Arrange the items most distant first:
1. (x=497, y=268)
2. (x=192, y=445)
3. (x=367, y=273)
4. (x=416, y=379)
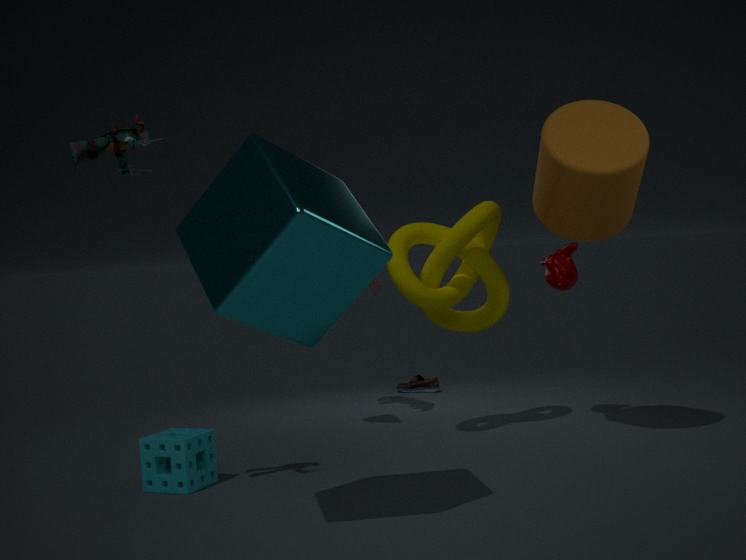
1. (x=416, y=379)
2. (x=497, y=268)
3. (x=192, y=445)
4. (x=367, y=273)
